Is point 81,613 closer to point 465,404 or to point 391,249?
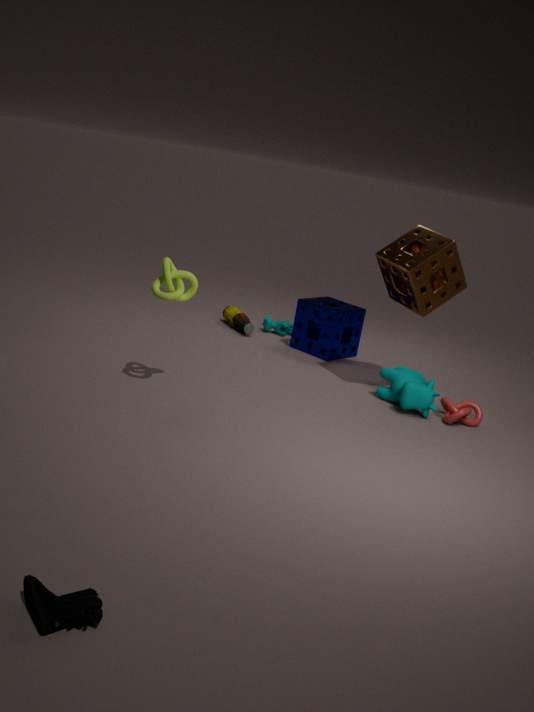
point 465,404
